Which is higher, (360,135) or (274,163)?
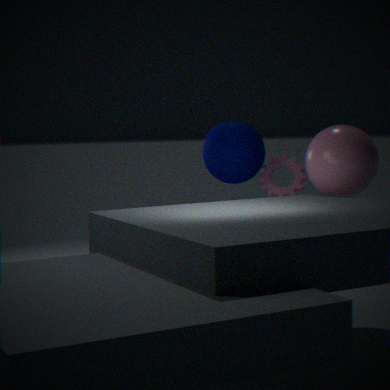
(360,135)
